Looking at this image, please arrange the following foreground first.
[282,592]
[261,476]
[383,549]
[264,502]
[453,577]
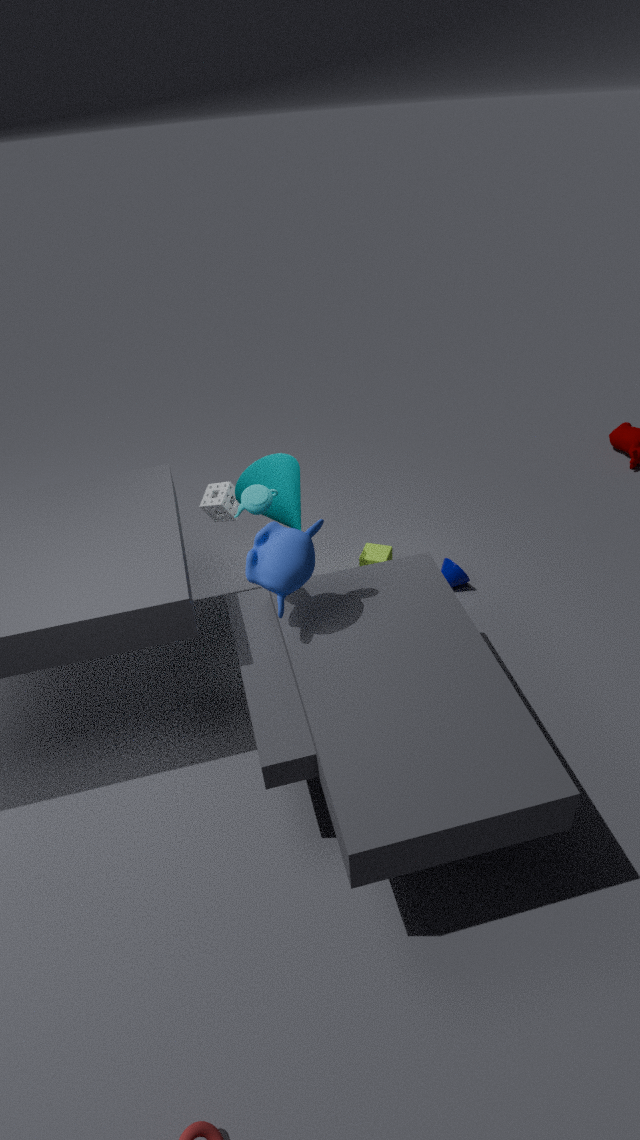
1. [282,592]
2. [264,502]
3. [261,476]
4. [453,577]
5. [383,549]
